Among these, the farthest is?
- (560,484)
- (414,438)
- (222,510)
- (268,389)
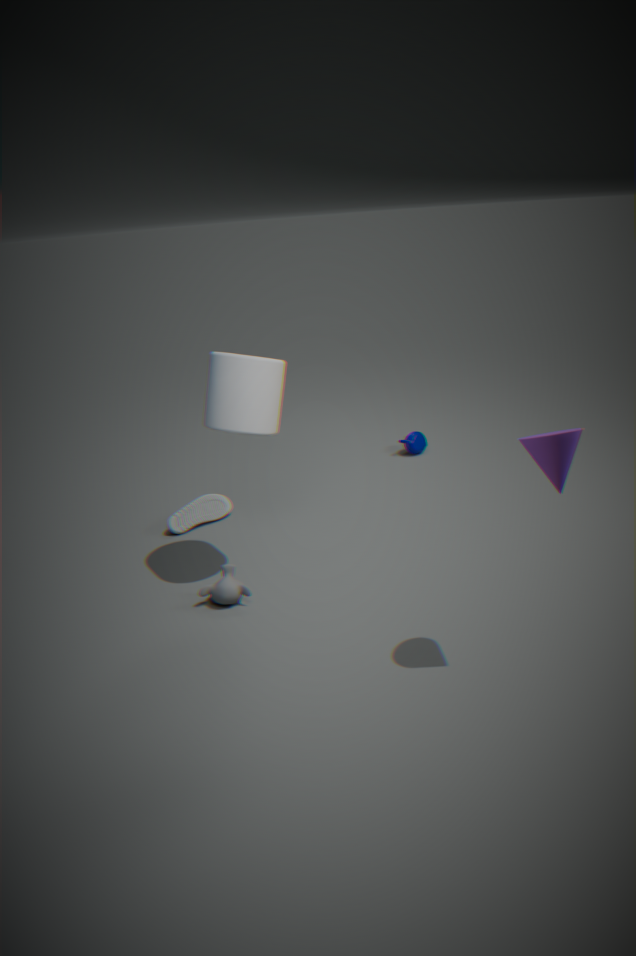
(414,438)
